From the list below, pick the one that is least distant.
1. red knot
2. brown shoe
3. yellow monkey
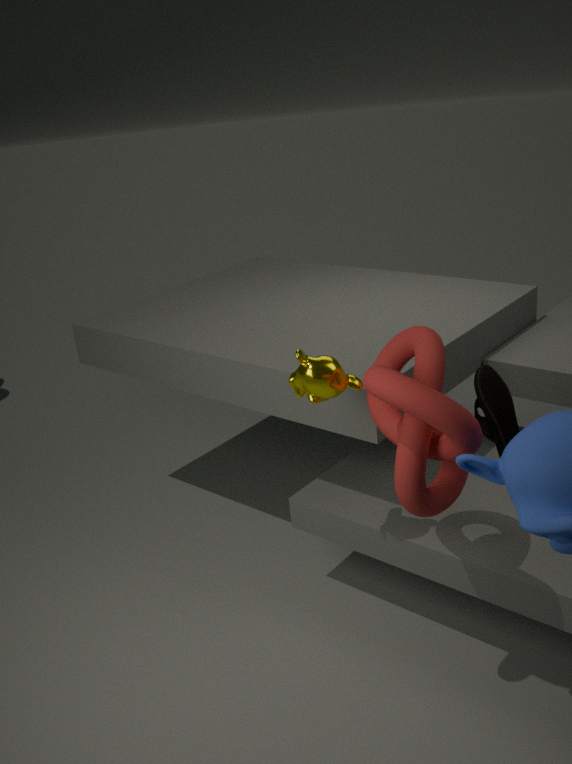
red knot
